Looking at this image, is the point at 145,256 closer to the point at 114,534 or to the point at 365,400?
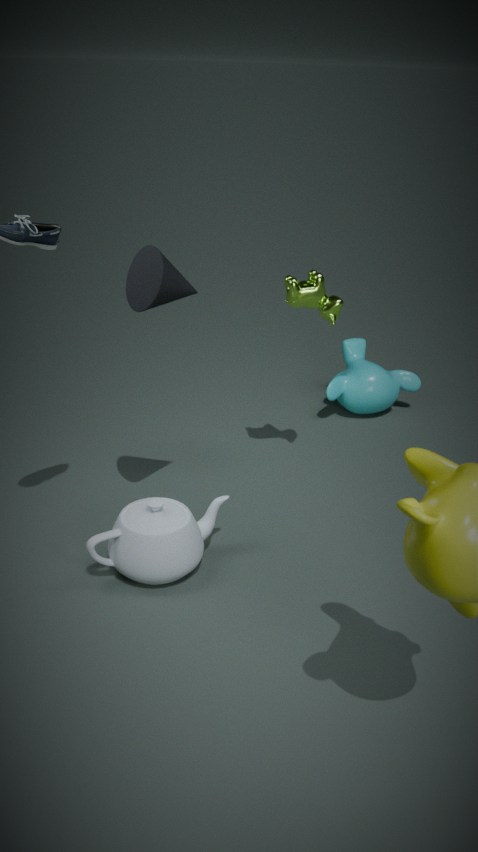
the point at 114,534
